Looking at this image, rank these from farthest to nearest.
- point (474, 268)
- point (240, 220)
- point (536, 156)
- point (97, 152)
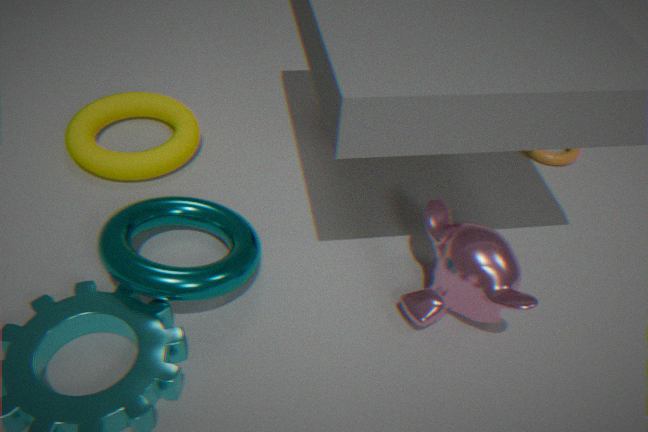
point (536, 156) < point (97, 152) < point (240, 220) < point (474, 268)
